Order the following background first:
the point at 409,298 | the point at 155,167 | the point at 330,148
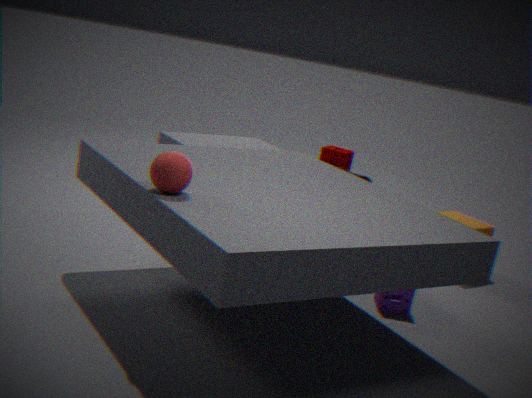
the point at 330,148, the point at 409,298, the point at 155,167
